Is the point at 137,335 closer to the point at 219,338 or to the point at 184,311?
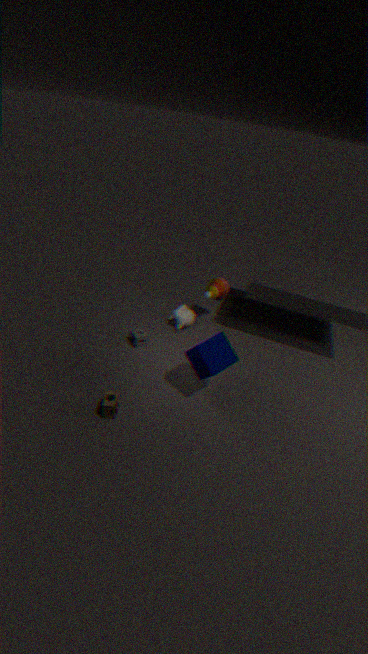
the point at 184,311
